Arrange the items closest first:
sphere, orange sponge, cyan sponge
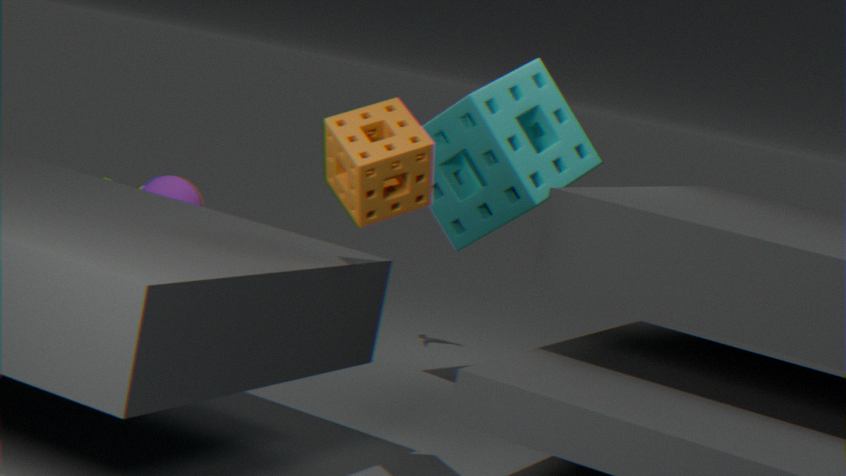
orange sponge, sphere, cyan sponge
